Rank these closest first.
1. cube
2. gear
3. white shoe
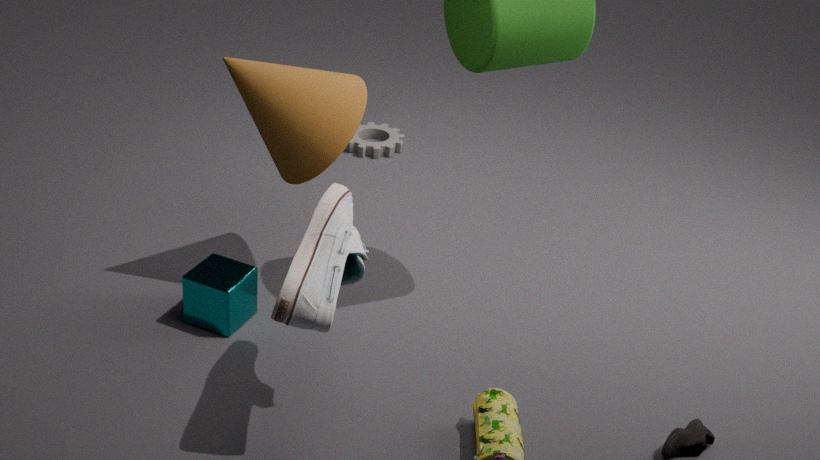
white shoe
cube
gear
